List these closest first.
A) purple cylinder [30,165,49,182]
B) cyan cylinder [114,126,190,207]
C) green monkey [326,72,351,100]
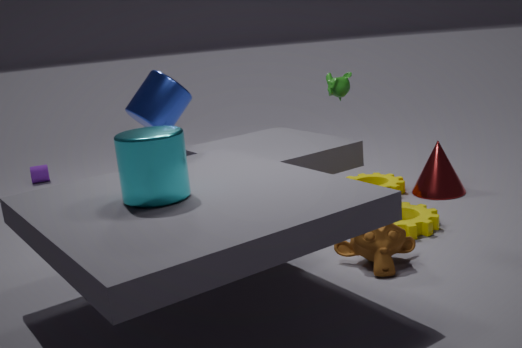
cyan cylinder [114,126,190,207] → green monkey [326,72,351,100] → purple cylinder [30,165,49,182]
